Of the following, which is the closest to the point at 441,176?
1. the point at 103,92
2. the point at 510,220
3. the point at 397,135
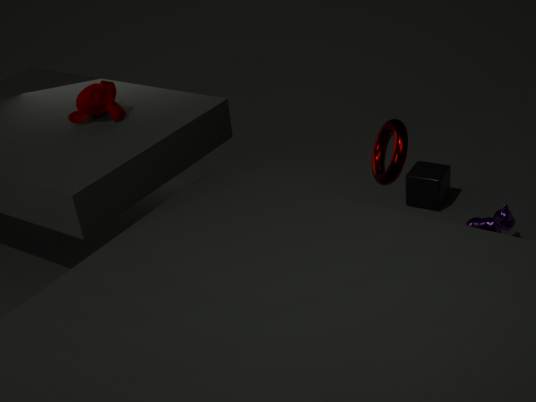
the point at 510,220
